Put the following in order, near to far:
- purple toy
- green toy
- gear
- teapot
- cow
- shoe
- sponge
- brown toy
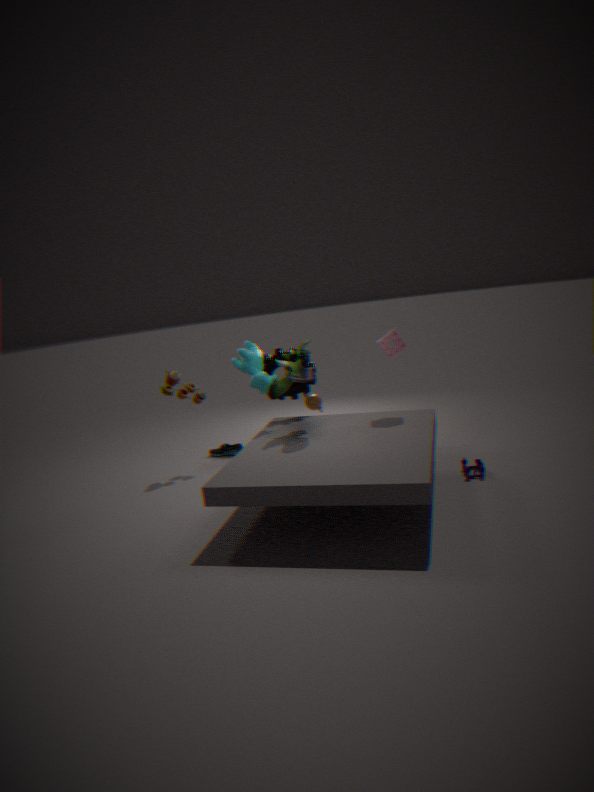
purple toy
green toy
sponge
cow
gear
brown toy
teapot
shoe
